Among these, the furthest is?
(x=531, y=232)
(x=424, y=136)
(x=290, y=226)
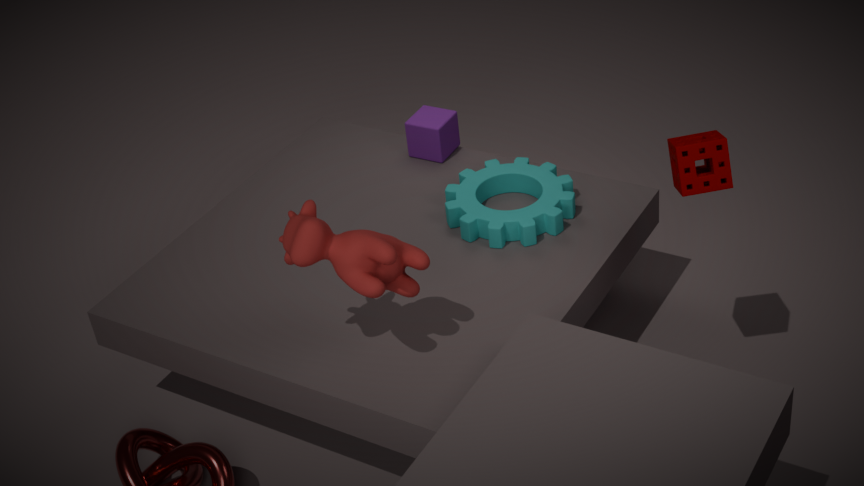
(x=424, y=136)
